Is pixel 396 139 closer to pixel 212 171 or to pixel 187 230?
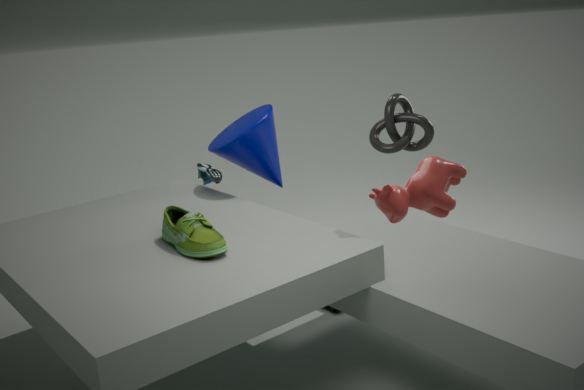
pixel 212 171
